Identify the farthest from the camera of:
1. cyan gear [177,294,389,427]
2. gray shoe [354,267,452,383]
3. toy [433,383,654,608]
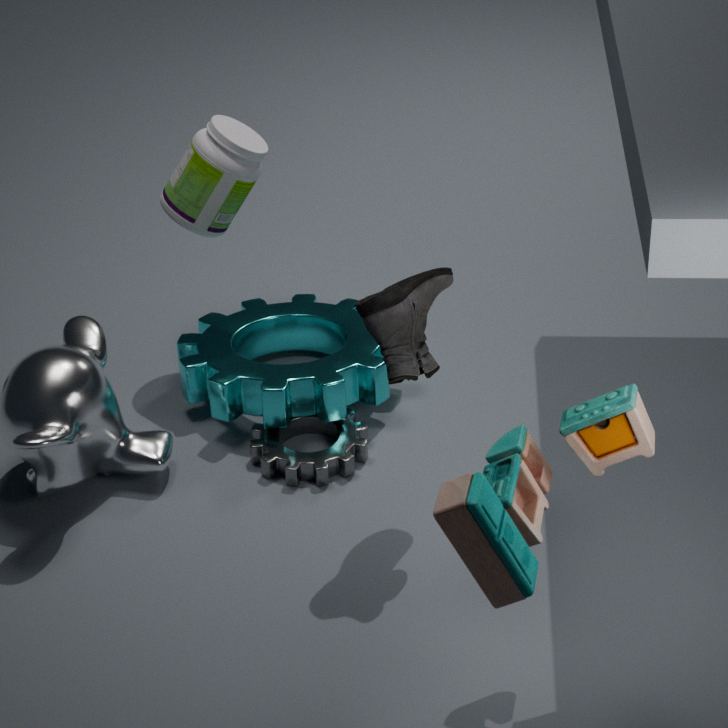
cyan gear [177,294,389,427]
